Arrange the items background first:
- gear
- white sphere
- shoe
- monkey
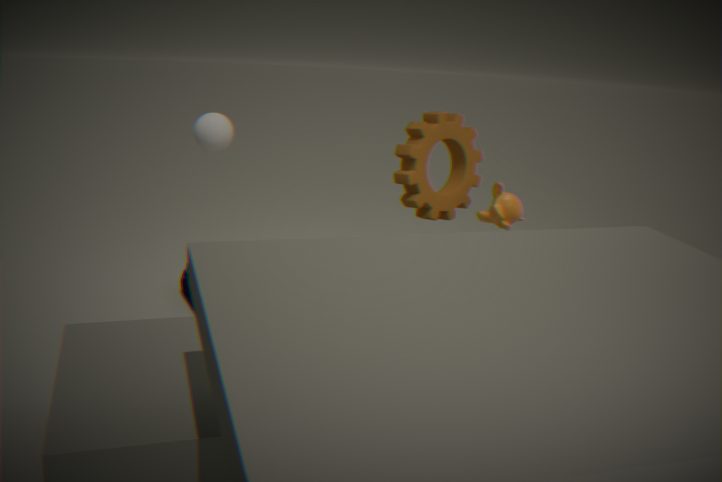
1. shoe
2. gear
3. white sphere
4. monkey
